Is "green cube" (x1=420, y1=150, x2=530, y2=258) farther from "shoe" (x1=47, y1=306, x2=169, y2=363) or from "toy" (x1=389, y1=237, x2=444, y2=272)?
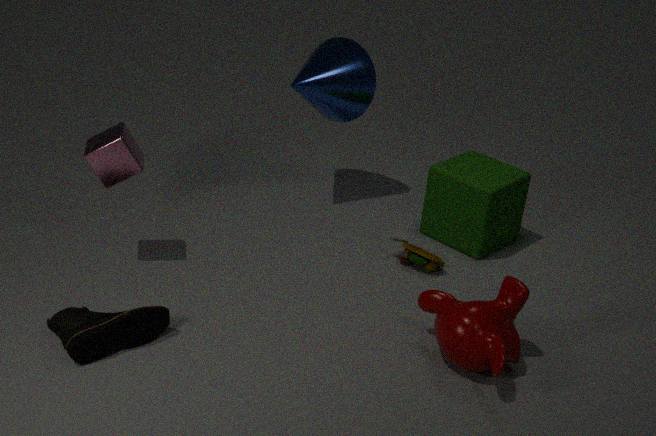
"shoe" (x1=47, y1=306, x2=169, y2=363)
